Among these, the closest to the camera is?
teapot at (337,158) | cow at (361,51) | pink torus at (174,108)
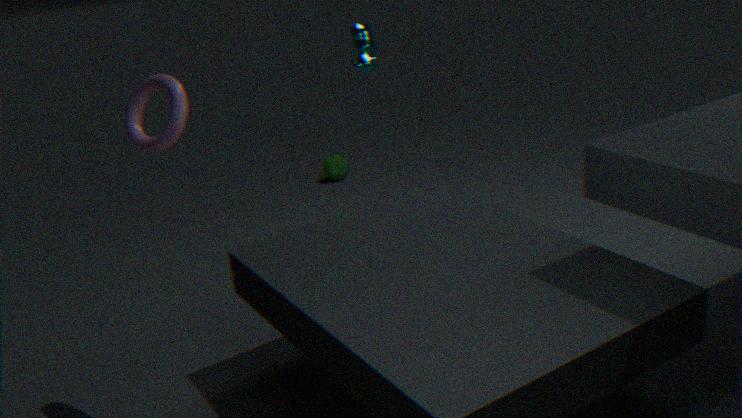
pink torus at (174,108)
